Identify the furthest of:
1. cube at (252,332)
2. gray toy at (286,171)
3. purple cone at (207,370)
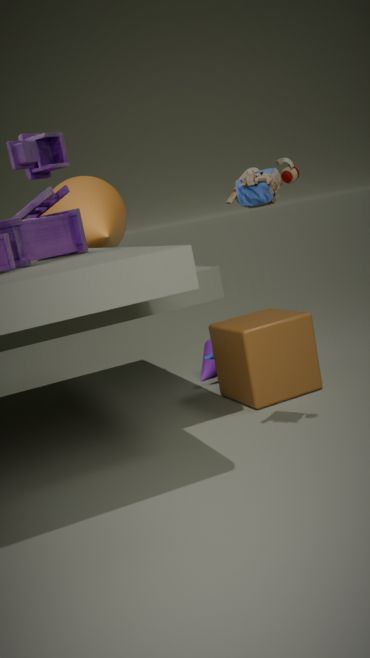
purple cone at (207,370)
